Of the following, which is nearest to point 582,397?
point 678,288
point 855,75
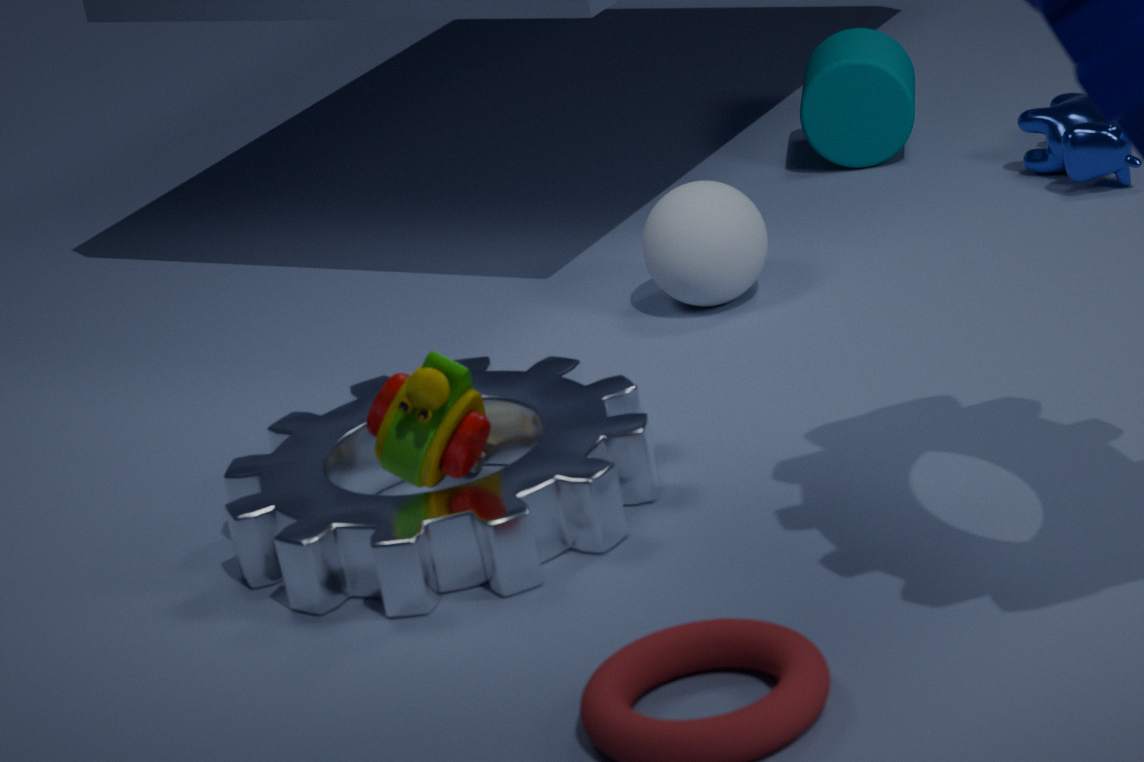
point 678,288
